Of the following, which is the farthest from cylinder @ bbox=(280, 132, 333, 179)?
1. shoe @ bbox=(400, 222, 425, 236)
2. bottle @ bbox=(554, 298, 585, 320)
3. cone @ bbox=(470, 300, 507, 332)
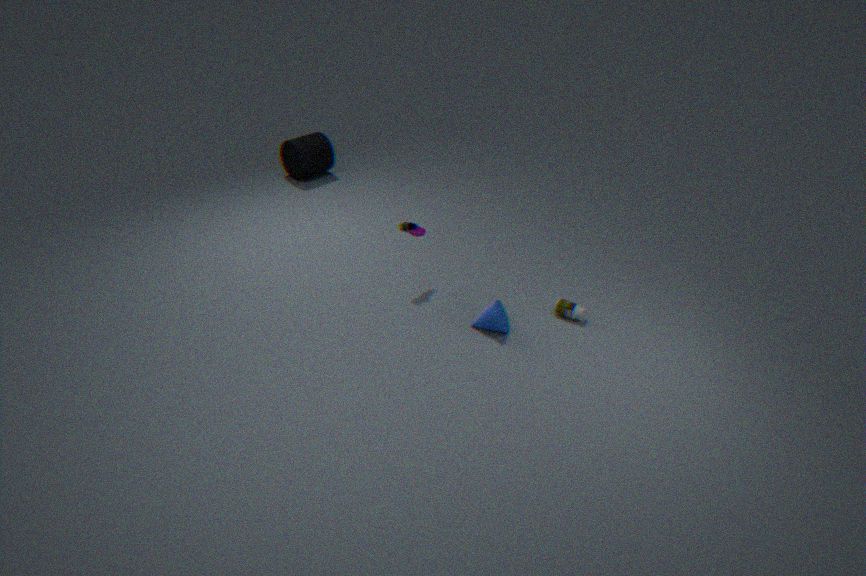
bottle @ bbox=(554, 298, 585, 320)
